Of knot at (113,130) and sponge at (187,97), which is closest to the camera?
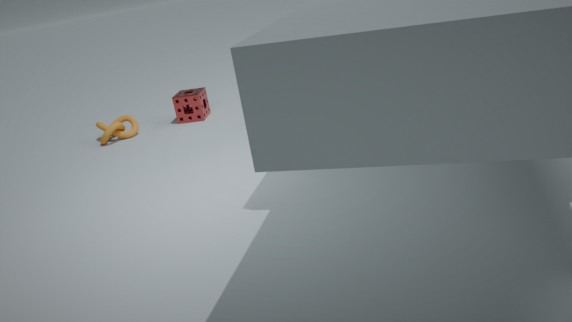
knot at (113,130)
